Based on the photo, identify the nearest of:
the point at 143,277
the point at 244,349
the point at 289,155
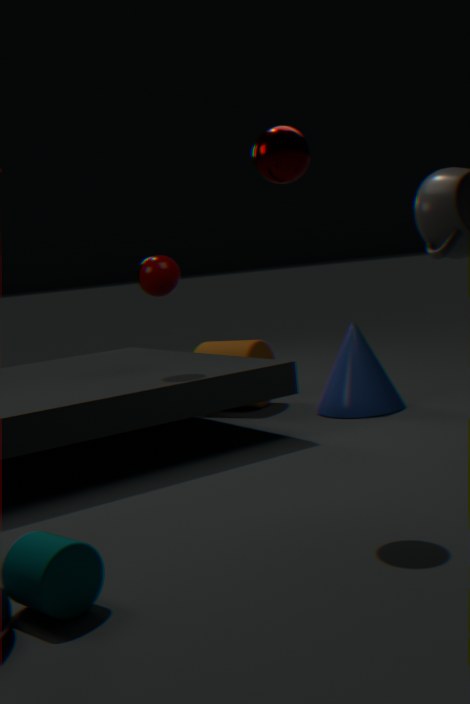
the point at 289,155
